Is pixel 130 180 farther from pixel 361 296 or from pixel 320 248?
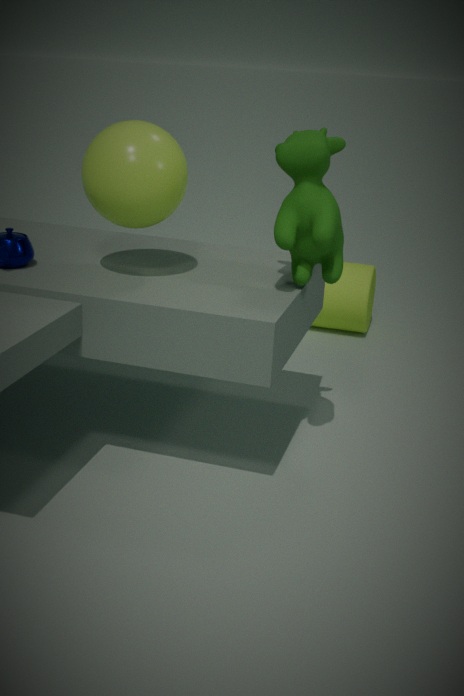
pixel 361 296
